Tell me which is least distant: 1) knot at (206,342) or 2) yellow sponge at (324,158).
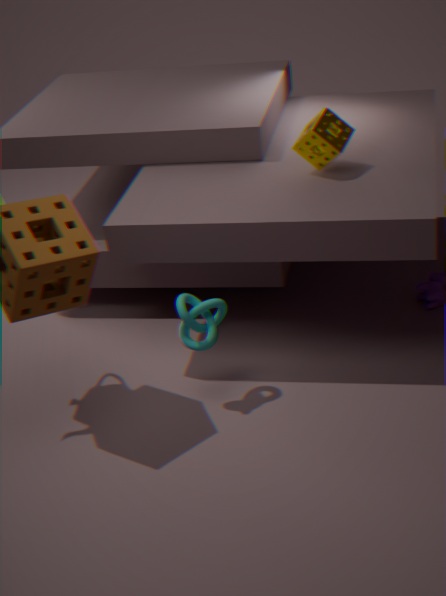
1. knot at (206,342)
